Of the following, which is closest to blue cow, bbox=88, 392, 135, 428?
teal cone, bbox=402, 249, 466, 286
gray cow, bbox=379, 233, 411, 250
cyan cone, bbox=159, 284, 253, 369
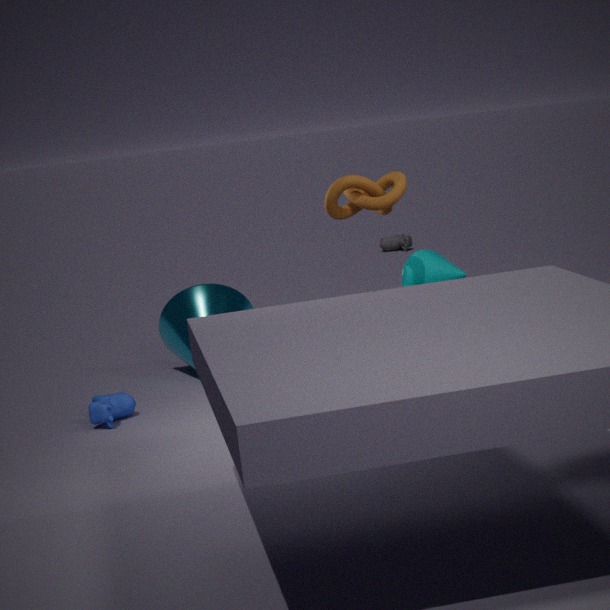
cyan cone, bbox=159, 284, 253, 369
